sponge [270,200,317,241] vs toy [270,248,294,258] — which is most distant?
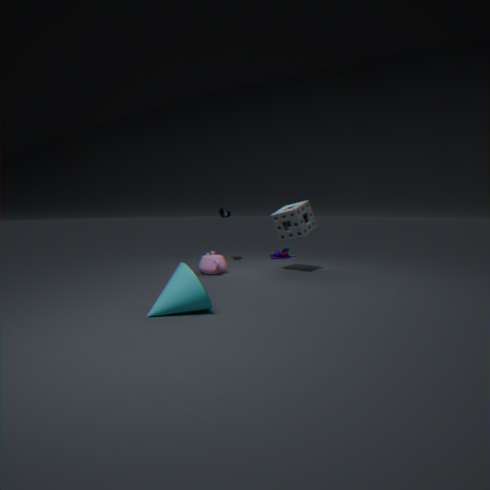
toy [270,248,294,258]
